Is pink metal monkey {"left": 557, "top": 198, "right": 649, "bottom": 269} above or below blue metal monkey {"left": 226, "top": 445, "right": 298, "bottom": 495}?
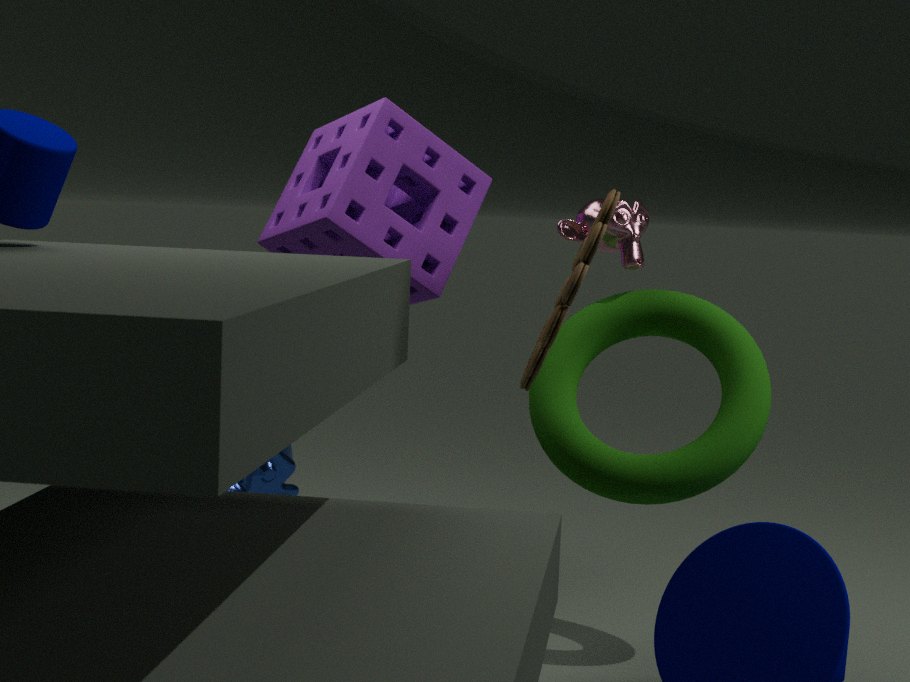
above
